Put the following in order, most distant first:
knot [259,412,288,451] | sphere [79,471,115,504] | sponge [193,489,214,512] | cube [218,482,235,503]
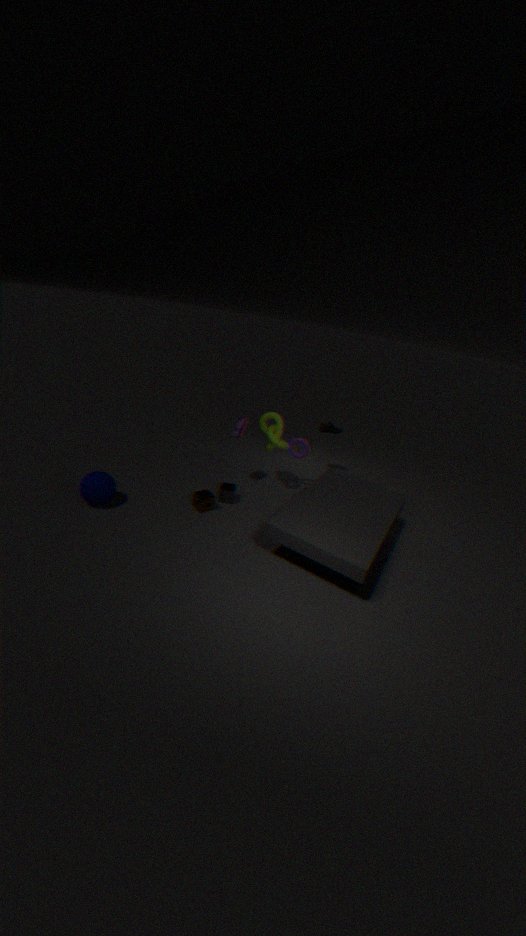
knot [259,412,288,451] < cube [218,482,235,503] < sponge [193,489,214,512] < sphere [79,471,115,504]
